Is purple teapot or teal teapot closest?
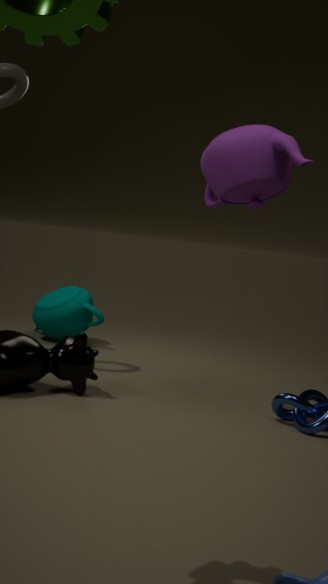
purple teapot
